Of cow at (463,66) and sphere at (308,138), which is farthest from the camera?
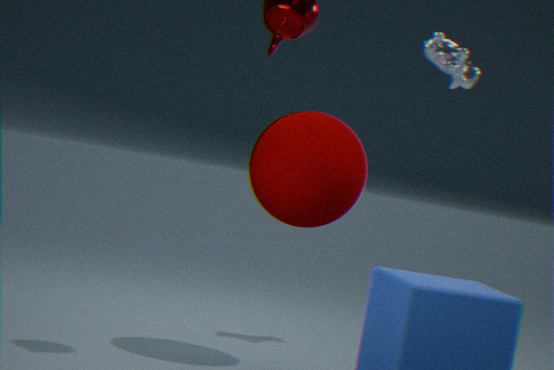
cow at (463,66)
